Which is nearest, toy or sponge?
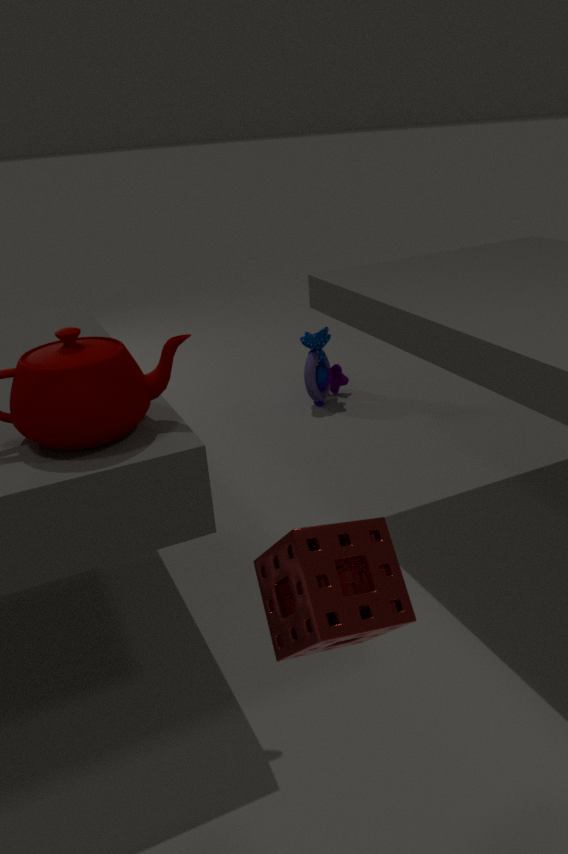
sponge
